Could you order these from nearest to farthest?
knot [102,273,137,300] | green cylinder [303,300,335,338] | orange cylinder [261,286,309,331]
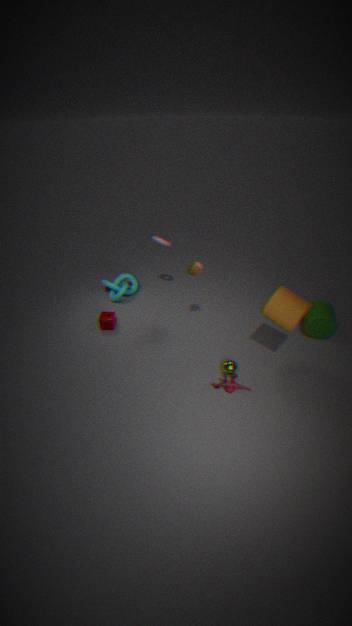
orange cylinder [261,286,309,331] < green cylinder [303,300,335,338] < knot [102,273,137,300]
